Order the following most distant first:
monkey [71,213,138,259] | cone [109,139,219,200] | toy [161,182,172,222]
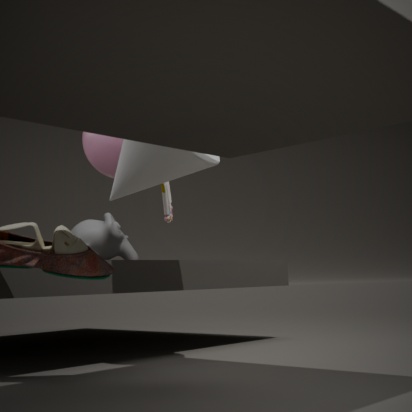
monkey [71,213,138,259] < toy [161,182,172,222] < cone [109,139,219,200]
